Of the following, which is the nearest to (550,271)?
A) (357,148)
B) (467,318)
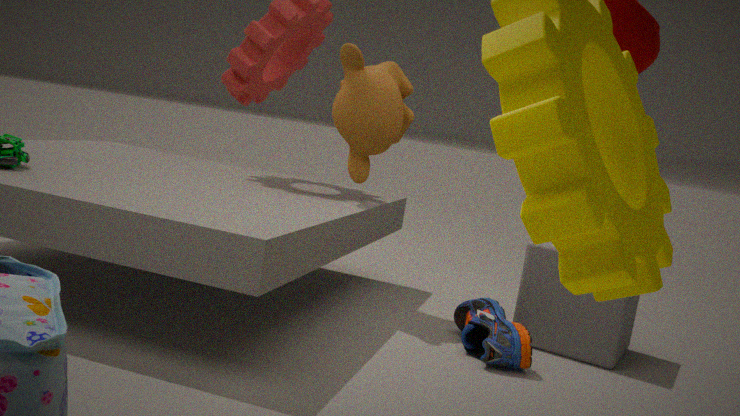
(467,318)
